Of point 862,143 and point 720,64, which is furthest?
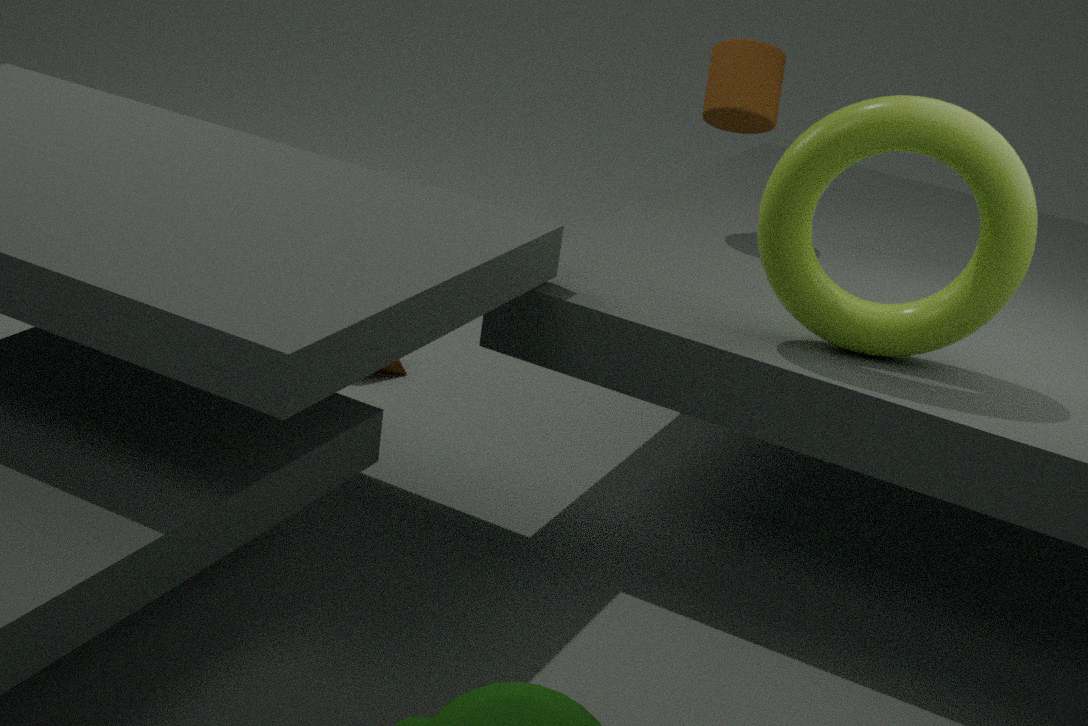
point 720,64
